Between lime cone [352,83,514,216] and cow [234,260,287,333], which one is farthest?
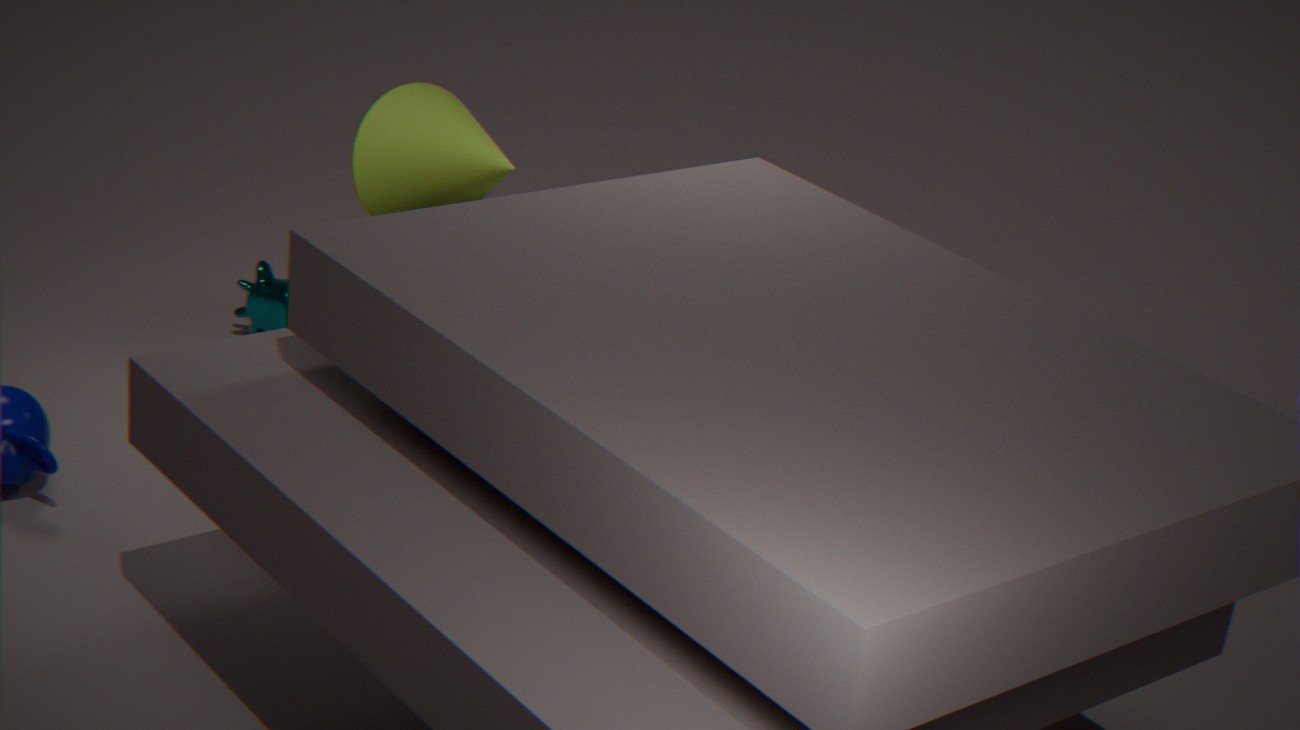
cow [234,260,287,333]
